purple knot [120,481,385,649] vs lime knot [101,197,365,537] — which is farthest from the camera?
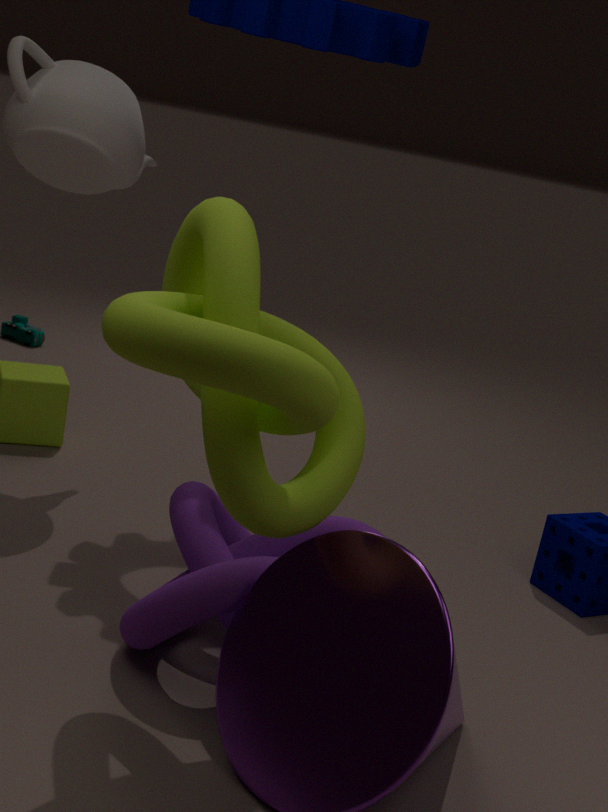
purple knot [120,481,385,649]
